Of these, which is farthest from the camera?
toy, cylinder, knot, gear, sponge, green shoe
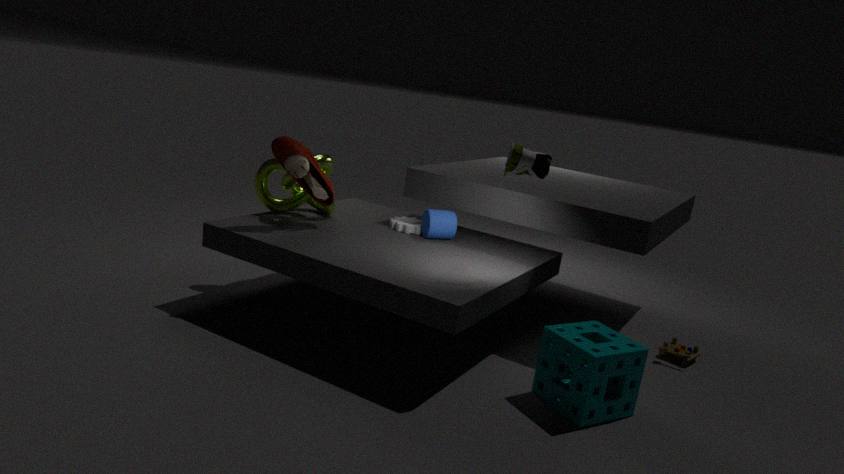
gear
